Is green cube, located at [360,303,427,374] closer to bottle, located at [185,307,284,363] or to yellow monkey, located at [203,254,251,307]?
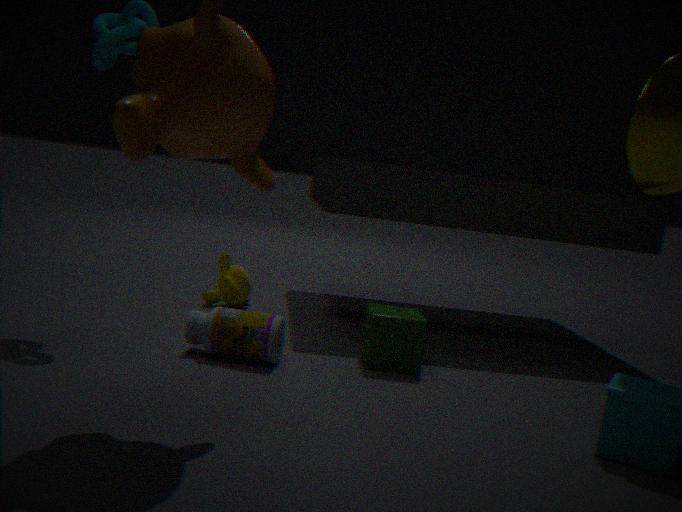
bottle, located at [185,307,284,363]
